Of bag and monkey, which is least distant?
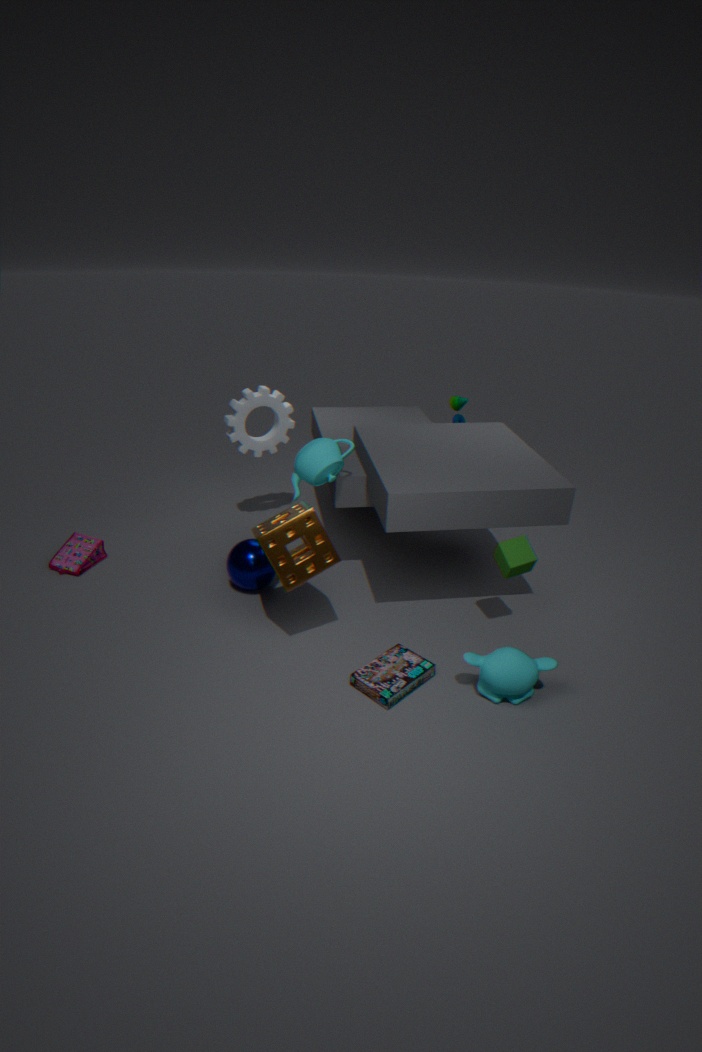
monkey
